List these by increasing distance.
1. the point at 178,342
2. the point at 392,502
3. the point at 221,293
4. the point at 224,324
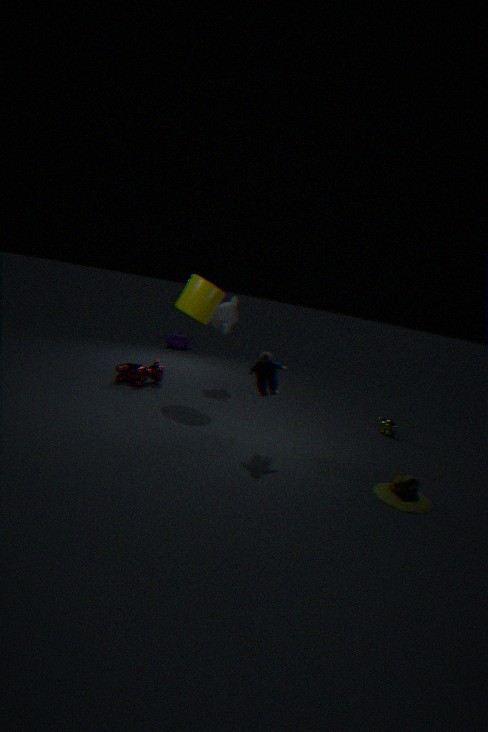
the point at 392,502 → the point at 221,293 → the point at 224,324 → the point at 178,342
